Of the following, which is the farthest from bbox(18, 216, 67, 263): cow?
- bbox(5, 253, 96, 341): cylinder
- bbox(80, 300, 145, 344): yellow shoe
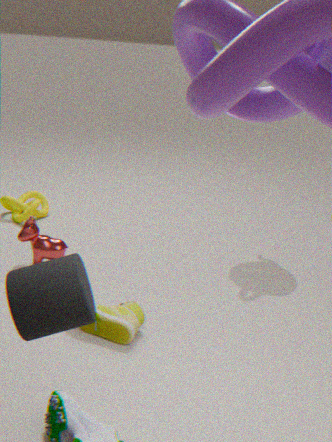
bbox(5, 253, 96, 341): cylinder
